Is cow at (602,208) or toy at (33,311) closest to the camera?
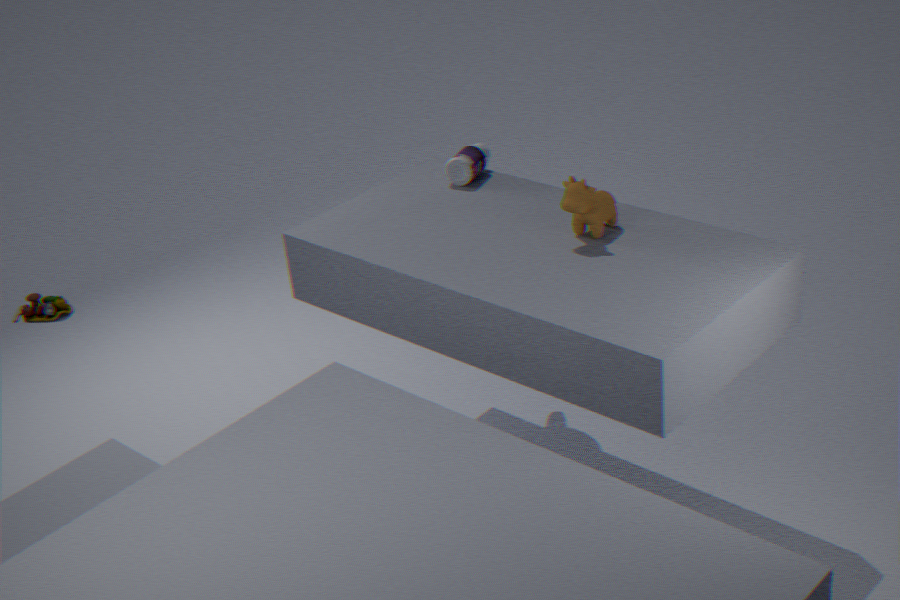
cow at (602,208)
